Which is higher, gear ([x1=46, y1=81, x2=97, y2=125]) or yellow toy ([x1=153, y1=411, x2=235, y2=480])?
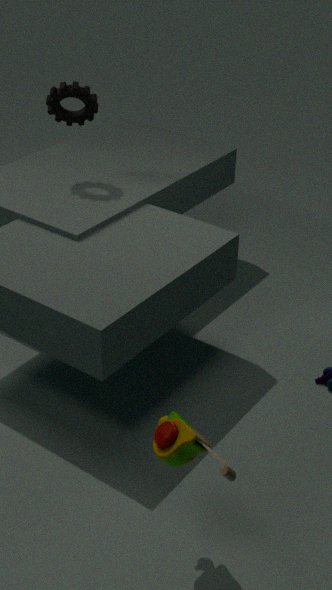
gear ([x1=46, y1=81, x2=97, y2=125])
